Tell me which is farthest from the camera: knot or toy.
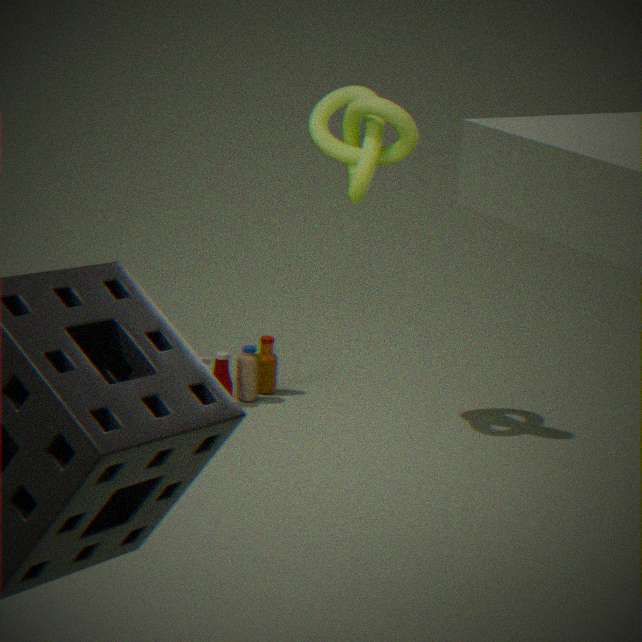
toy
